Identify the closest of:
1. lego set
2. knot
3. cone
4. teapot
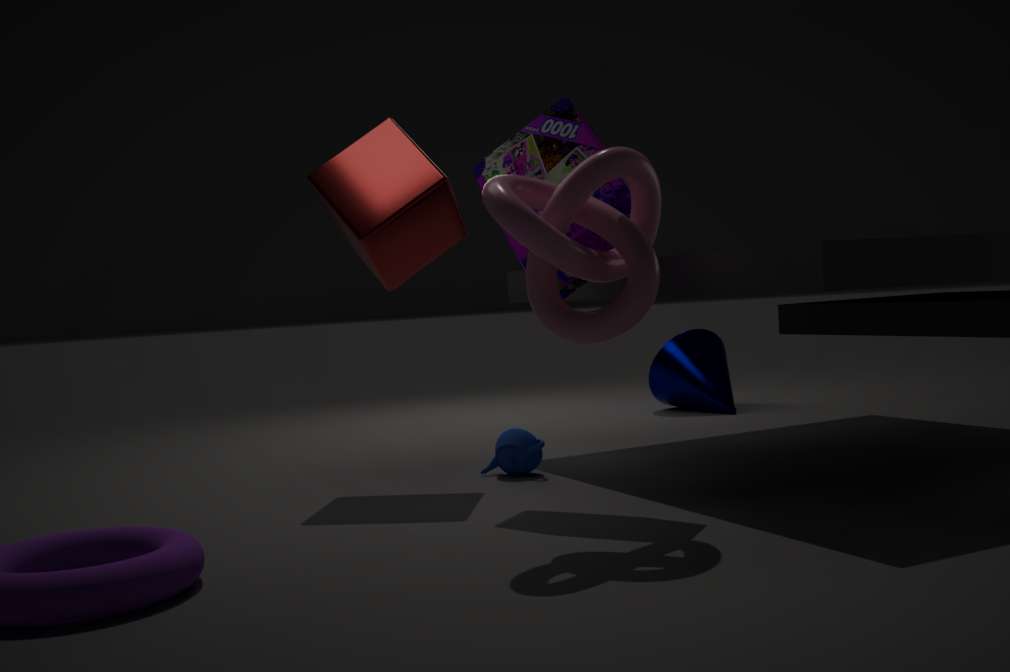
knot
